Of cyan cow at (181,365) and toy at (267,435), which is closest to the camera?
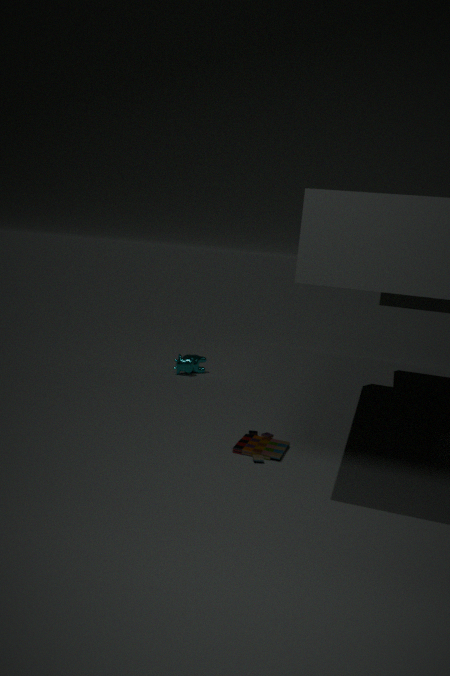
toy at (267,435)
